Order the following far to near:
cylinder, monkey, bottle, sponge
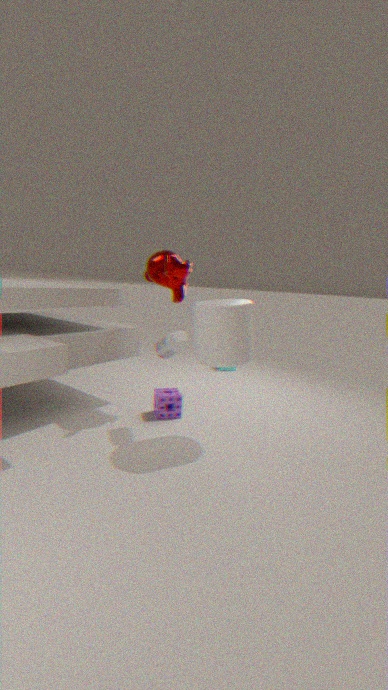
sponge, monkey, bottle, cylinder
